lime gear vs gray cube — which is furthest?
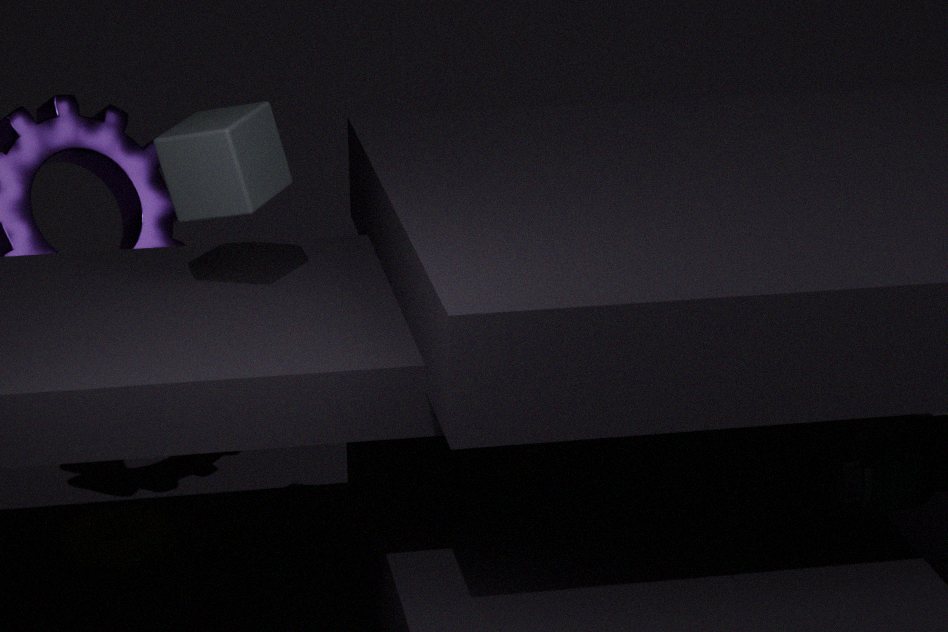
lime gear
